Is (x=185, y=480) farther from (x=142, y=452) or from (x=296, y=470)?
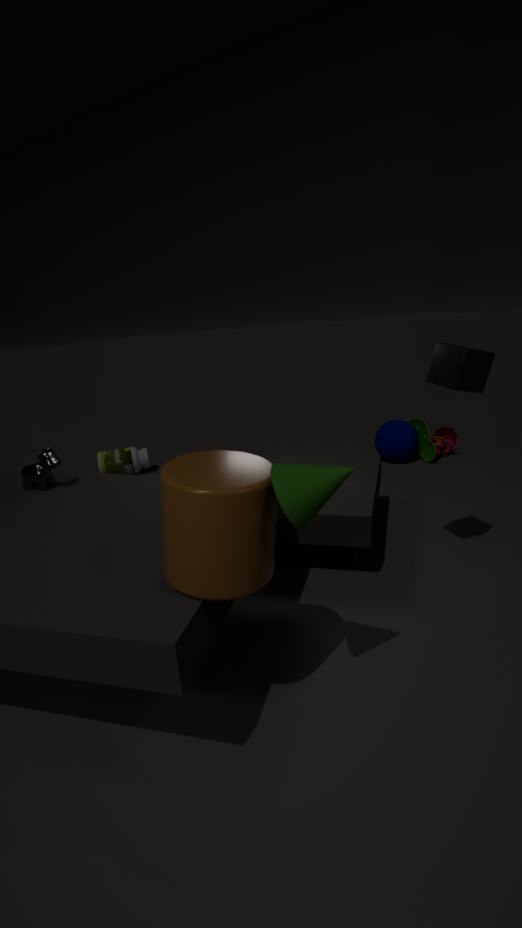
(x=142, y=452)
